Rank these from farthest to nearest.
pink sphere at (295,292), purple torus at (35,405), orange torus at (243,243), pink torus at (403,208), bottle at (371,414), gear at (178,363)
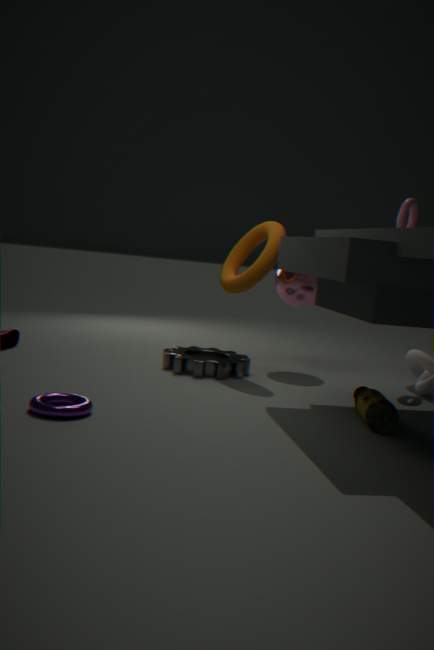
pink sphere at (295,292) → pink torus at (403,208) → orange torus at (243,243) → gear at (178,363) → bottle at (371,414) → purple torus at (35,405)
